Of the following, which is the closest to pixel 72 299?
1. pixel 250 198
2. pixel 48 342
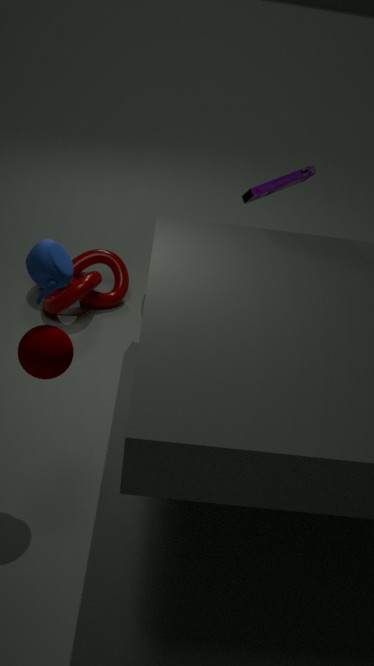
pixel 250 198
